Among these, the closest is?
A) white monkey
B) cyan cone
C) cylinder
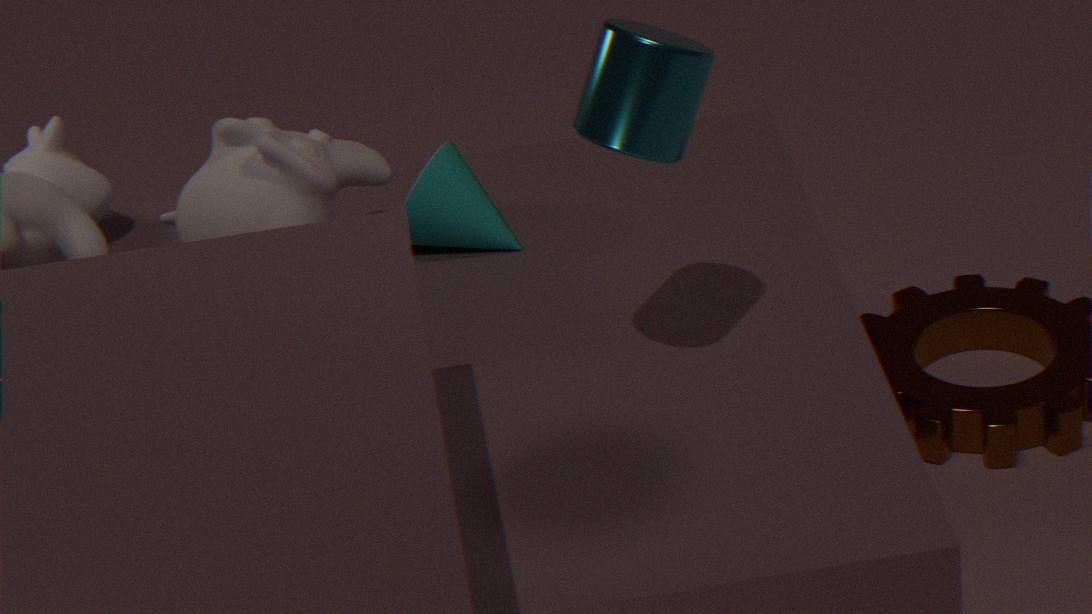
cylinder
